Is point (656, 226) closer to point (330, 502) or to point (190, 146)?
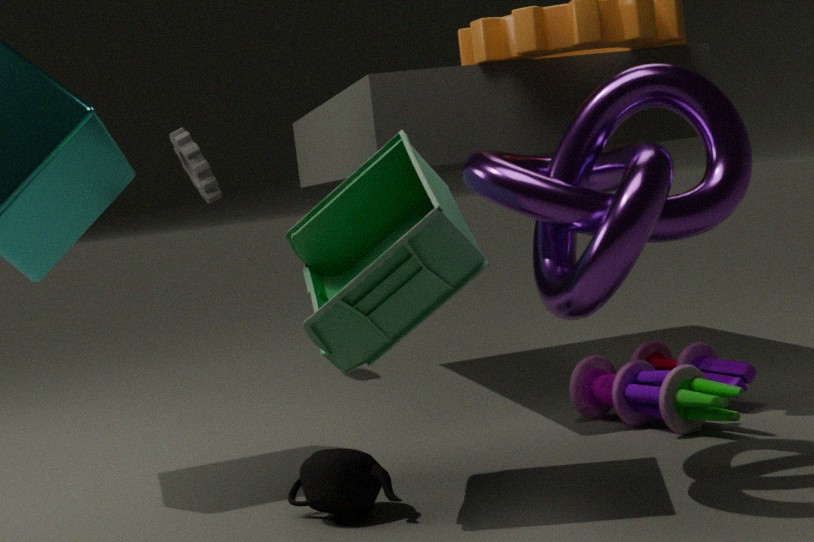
point (330, 502)
